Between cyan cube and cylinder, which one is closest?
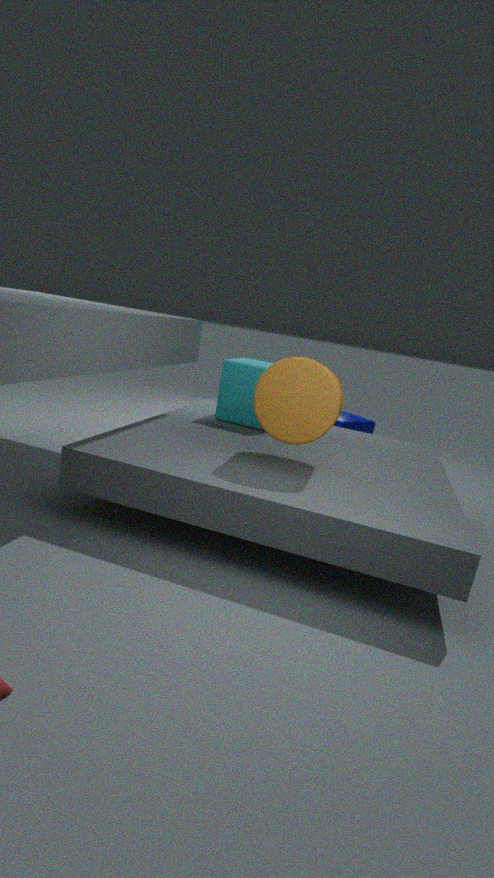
cylinder
